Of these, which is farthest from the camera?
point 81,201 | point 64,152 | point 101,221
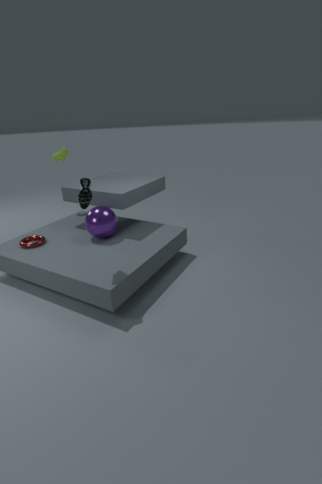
point 64,152
